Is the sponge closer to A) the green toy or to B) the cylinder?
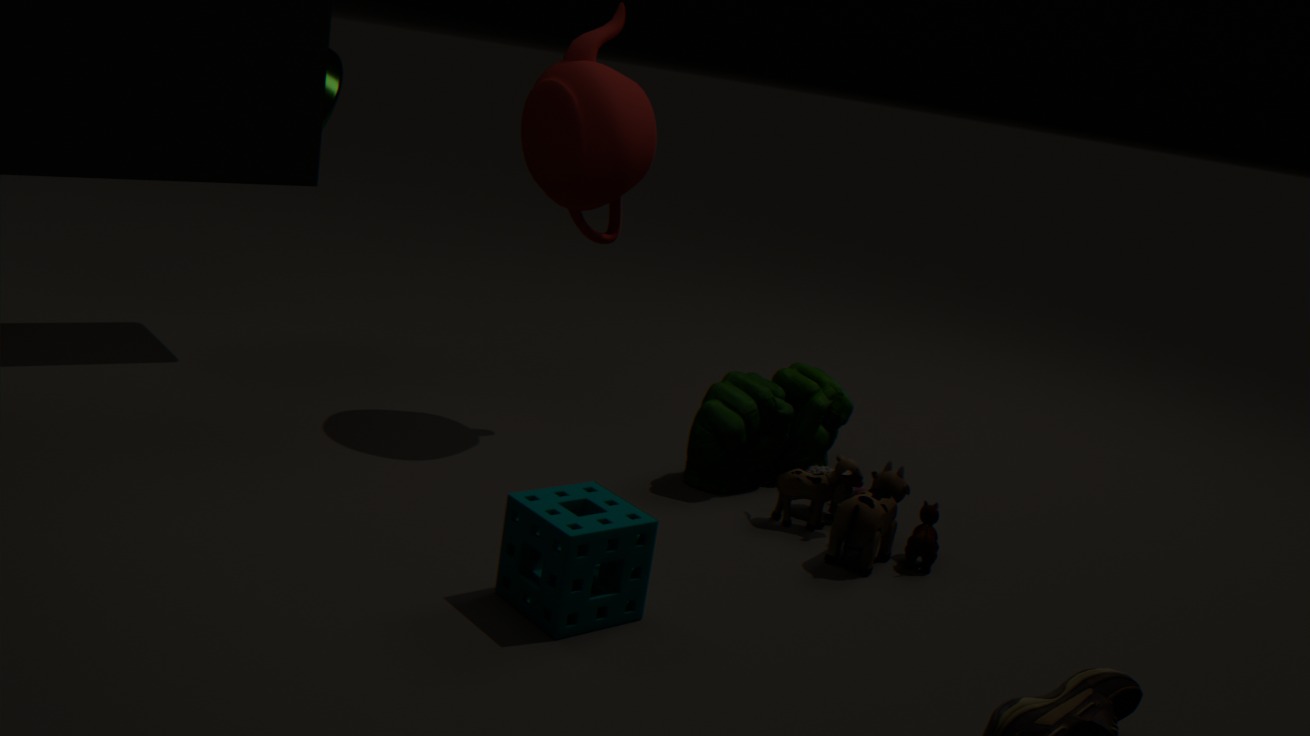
A) the green toy
